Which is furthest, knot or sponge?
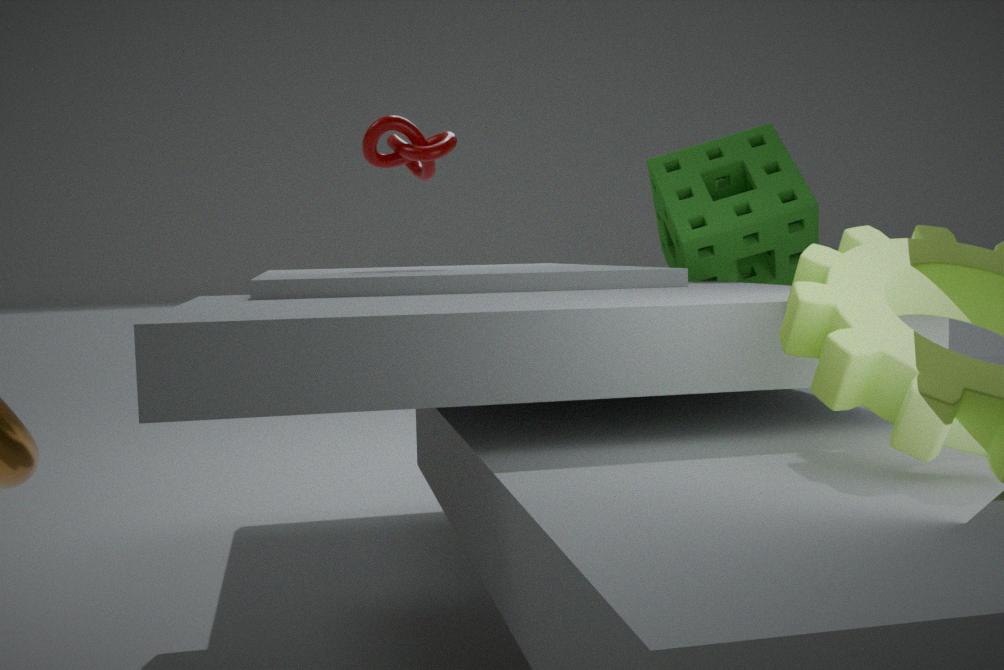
knot
